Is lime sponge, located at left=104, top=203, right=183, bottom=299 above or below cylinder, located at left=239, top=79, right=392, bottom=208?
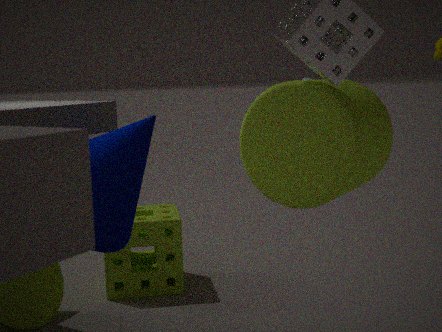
below
